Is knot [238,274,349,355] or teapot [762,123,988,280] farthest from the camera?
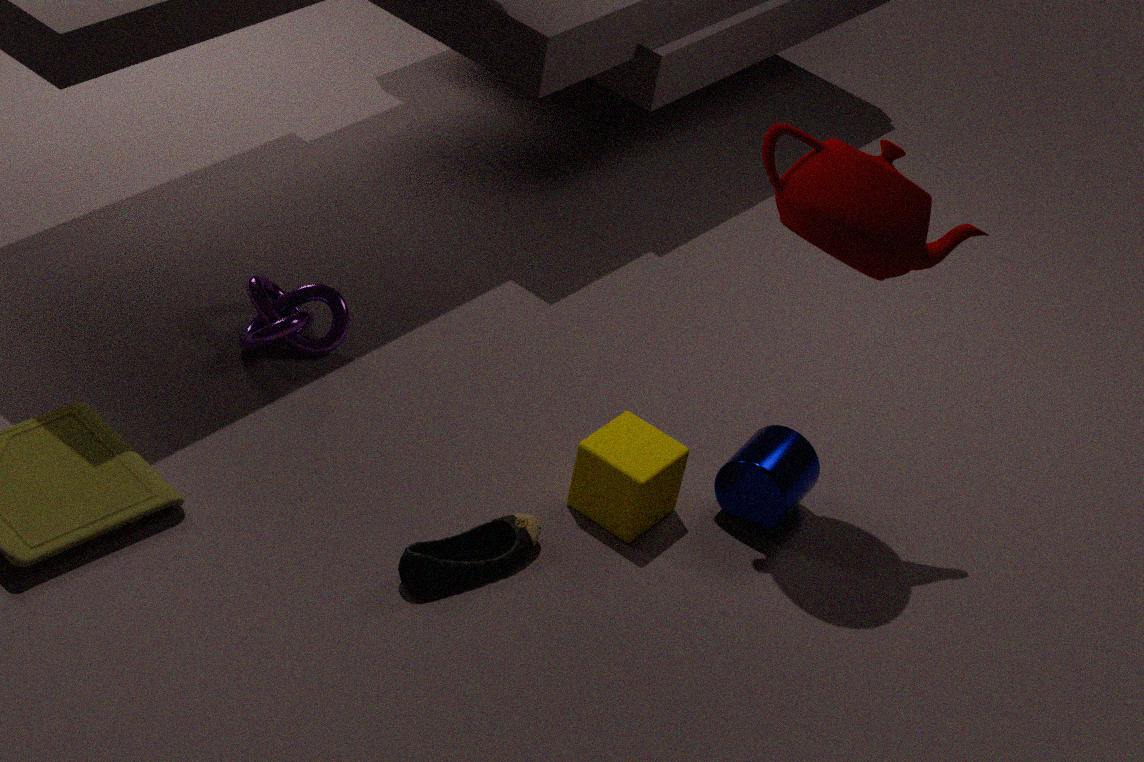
knot [238,274,349,355]
